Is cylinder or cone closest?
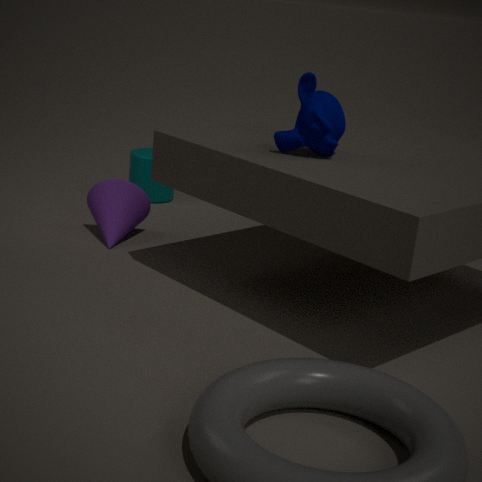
cone
